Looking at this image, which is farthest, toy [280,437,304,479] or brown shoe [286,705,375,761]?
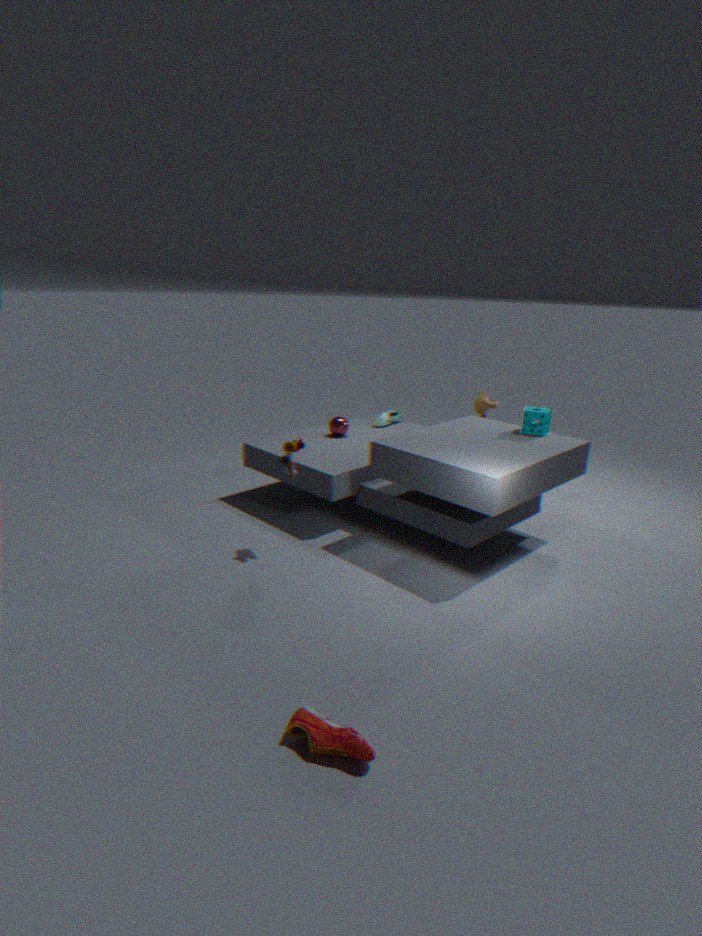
toy [280,437,304,479]
